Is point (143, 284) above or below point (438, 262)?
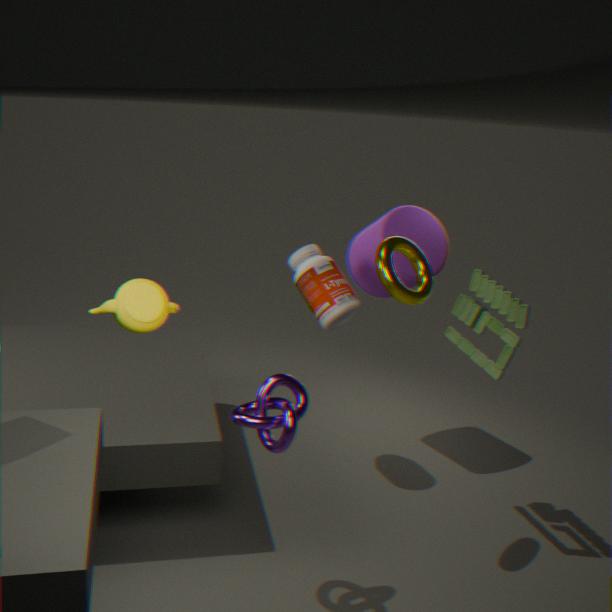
above
